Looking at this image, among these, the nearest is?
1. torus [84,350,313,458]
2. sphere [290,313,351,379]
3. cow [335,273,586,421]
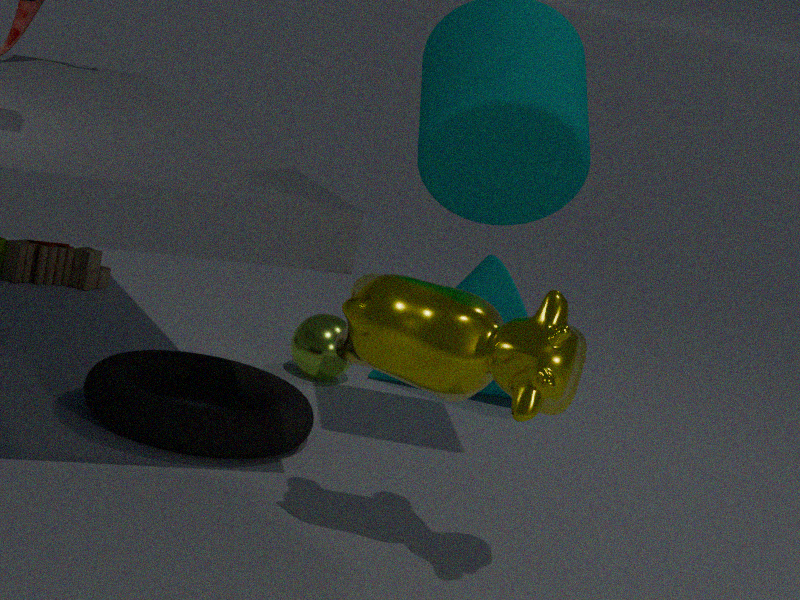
cow [335,273,586,421]
